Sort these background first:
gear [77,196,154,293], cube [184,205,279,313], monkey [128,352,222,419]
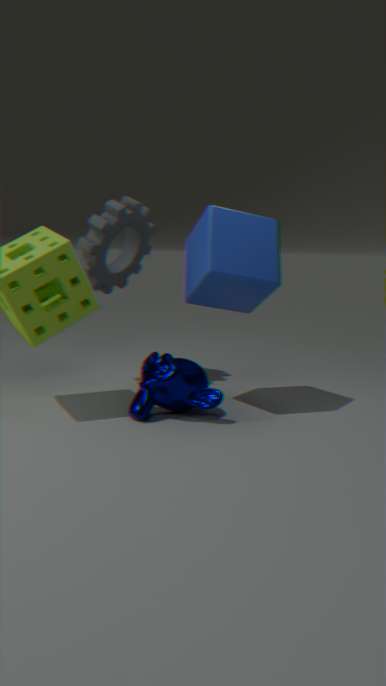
1. gear [77,196,154,293]
2. cube [184,205,279,313]
3. monkey [128,352,222,419]
